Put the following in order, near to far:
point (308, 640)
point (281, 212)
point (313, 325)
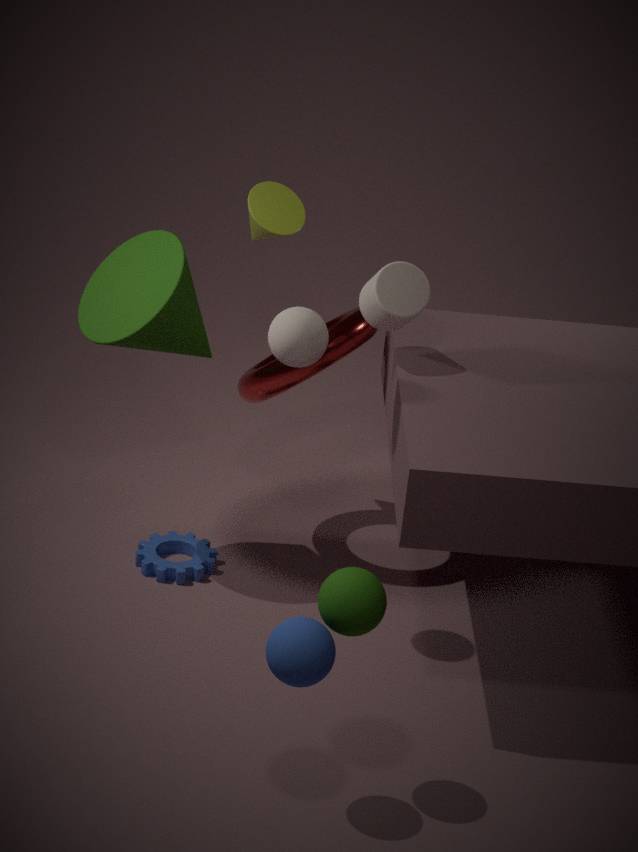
point (308, 640)
point (313, 325)
point (281, 212)
